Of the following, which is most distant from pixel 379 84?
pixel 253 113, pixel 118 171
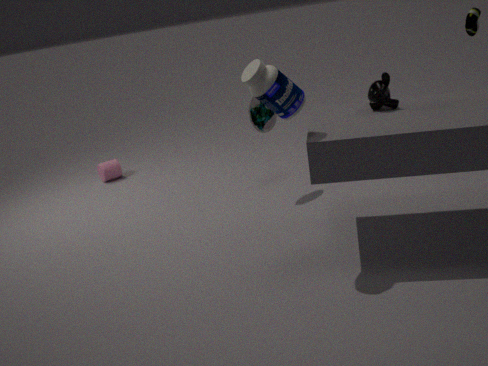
pixel 118 171
